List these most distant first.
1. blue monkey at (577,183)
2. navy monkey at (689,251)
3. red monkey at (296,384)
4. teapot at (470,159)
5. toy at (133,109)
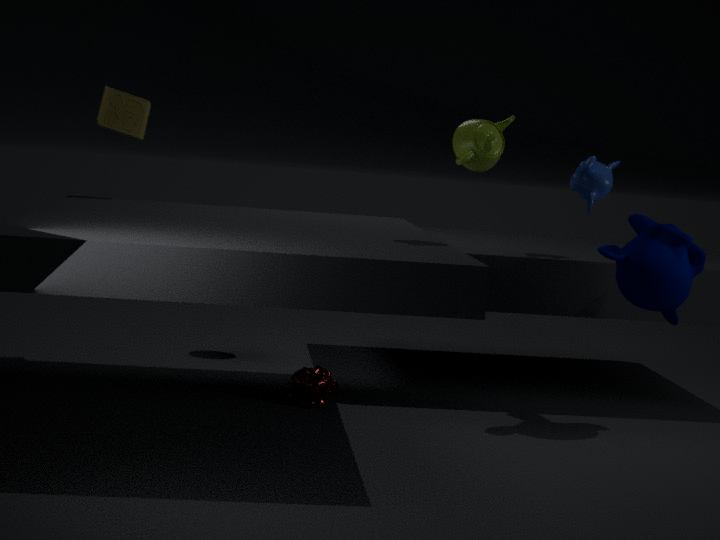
toy at (133,109)
blue monkey at (577,183)
red monkey at (296,384)
navy monkey at (689,251)
teapot at (470,159)
